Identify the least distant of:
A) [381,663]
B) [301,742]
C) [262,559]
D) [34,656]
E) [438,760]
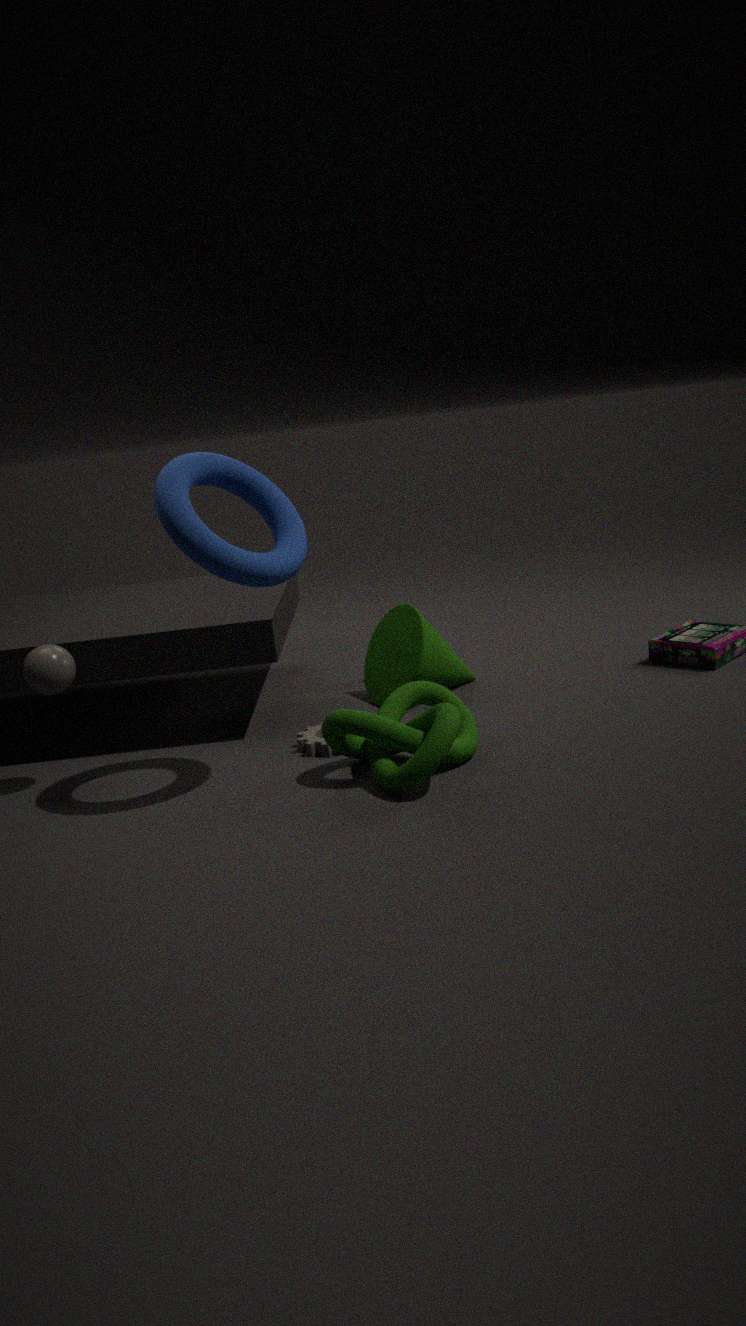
[438,760]
